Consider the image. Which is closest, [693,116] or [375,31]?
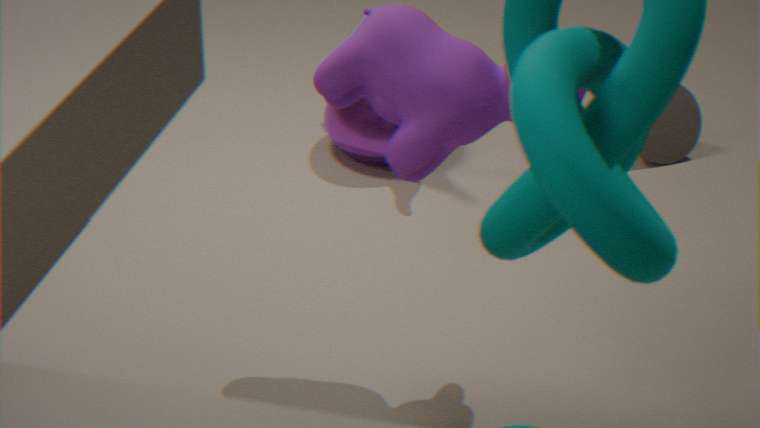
[375,31]
